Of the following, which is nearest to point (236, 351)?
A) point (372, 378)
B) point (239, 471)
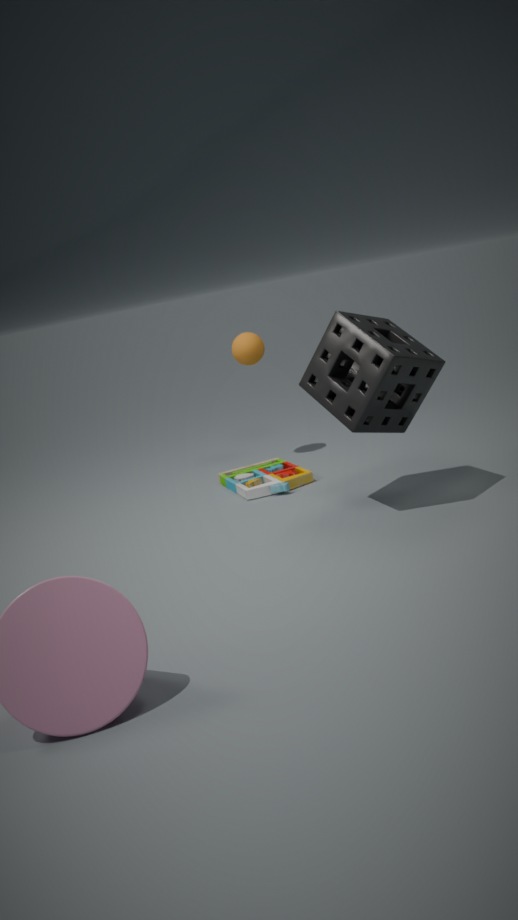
point (239, 471)
